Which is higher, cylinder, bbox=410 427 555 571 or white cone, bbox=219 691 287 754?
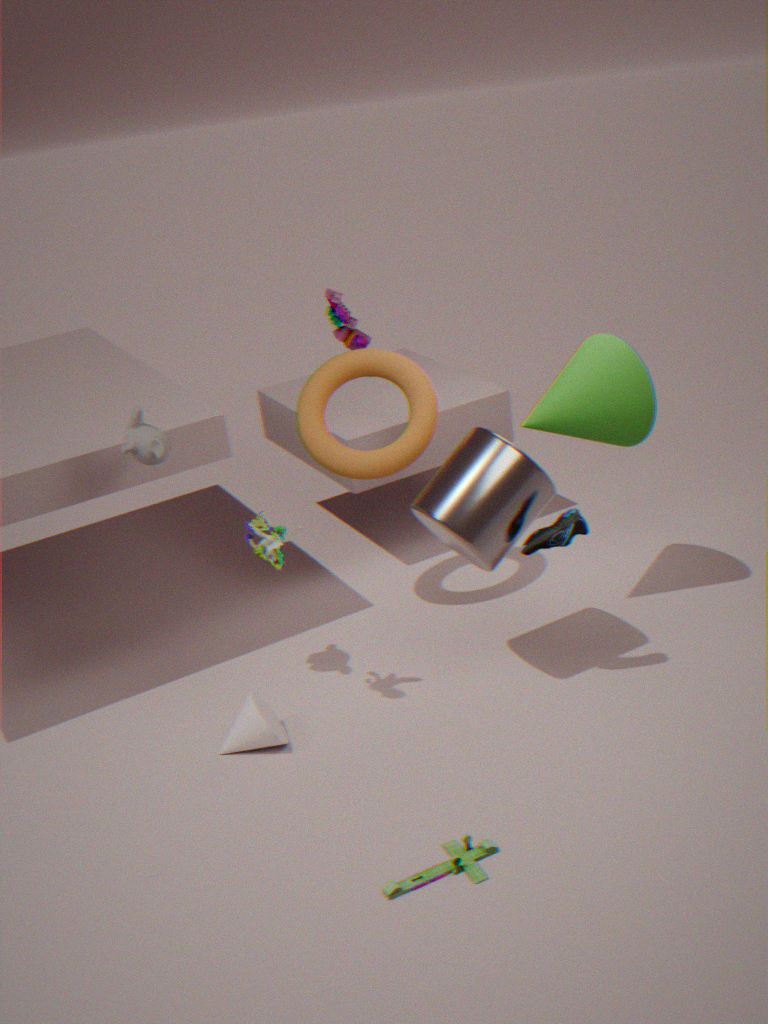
cylinder, bbox=410 427 555 571
